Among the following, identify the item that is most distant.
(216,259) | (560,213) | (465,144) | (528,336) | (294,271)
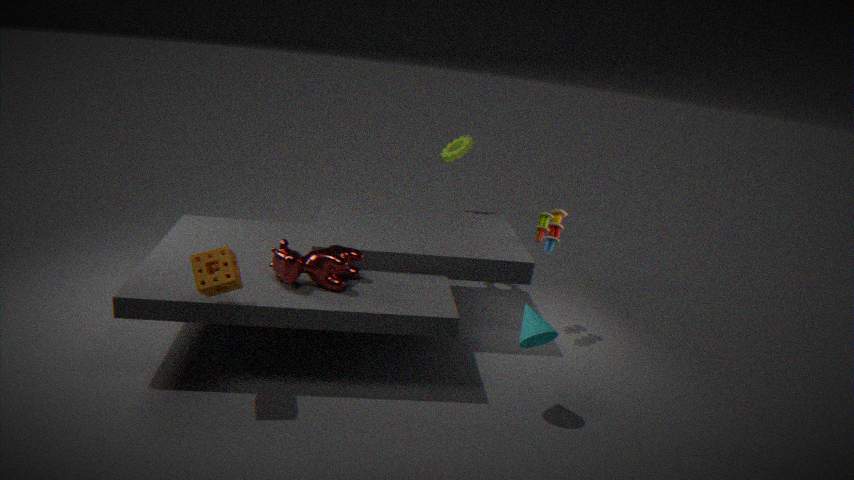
(465,144)
